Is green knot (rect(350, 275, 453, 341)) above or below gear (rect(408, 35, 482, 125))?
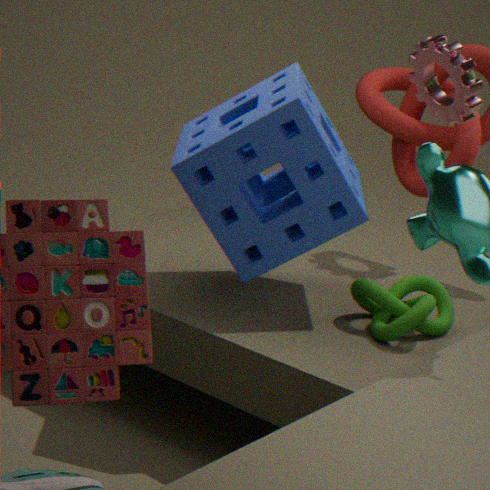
below
